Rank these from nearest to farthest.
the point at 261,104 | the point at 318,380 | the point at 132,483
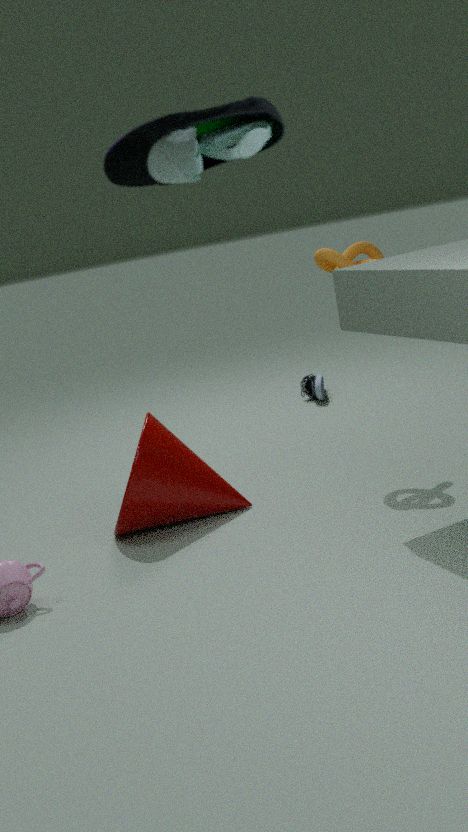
1. the point at 261,104
2. the point at 132,483
3. the point at 318,380
